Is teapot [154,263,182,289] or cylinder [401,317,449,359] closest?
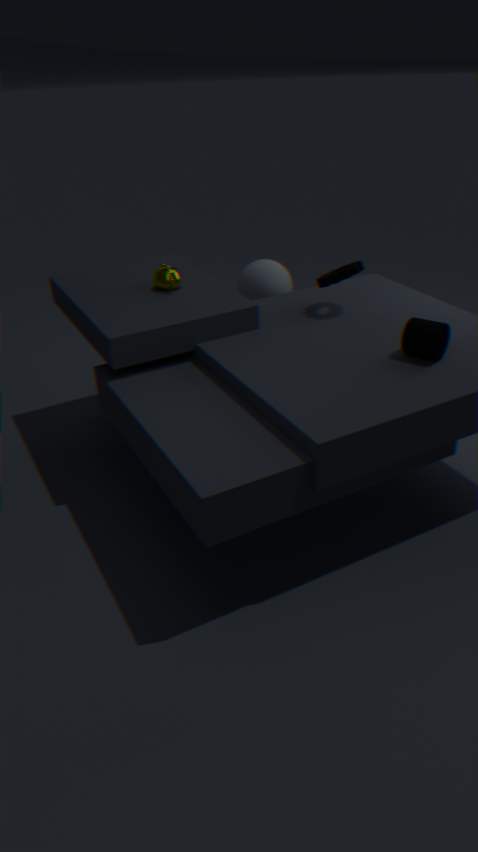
cylinder [401,317,449,359]
